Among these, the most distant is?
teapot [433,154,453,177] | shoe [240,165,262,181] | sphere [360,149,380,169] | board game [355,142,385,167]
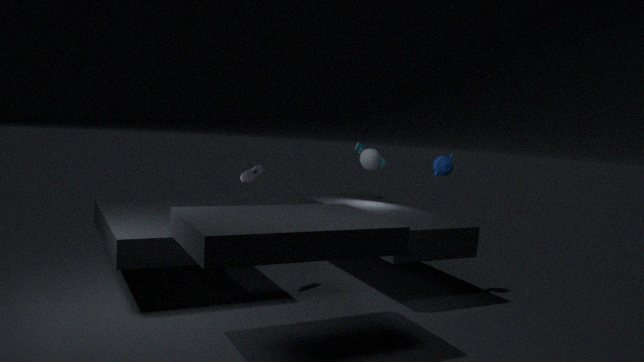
board game [355,142,385,167]
